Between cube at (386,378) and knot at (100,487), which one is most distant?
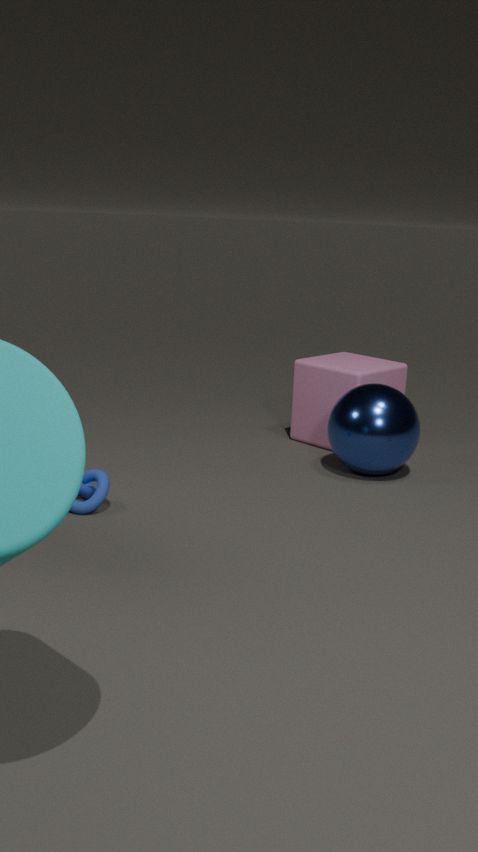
cube at (386,378)
